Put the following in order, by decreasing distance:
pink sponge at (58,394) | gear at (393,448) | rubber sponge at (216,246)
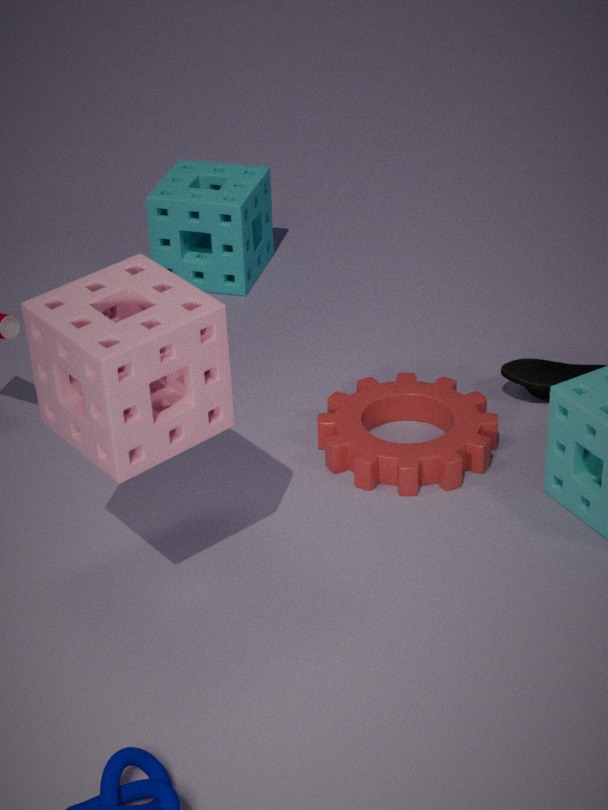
rubber sponge at (216,246) → gear at (393,448) → pink sponge at (58,394)
